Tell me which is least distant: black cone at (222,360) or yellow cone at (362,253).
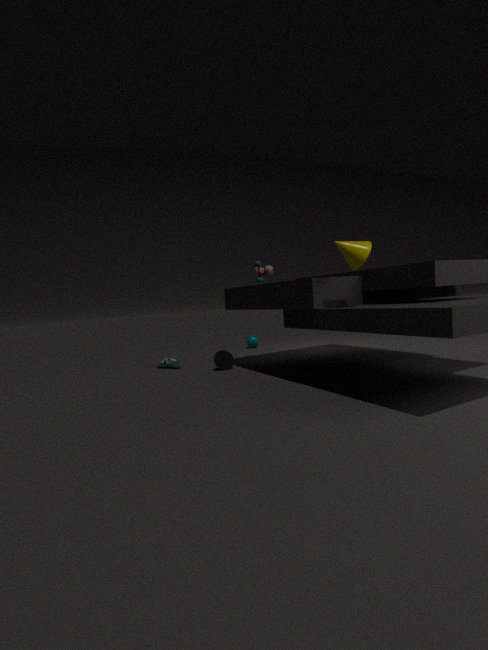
yellow cone at (362,253)
